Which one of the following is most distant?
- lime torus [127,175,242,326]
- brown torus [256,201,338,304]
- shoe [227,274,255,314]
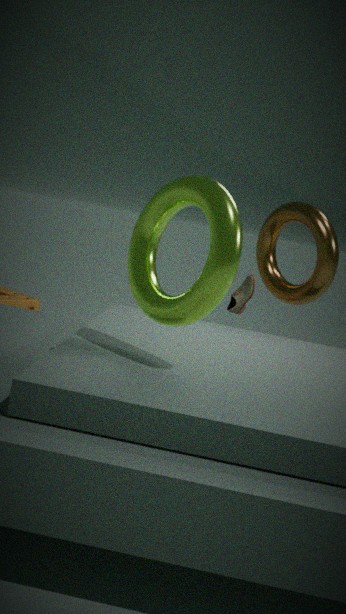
shoe [227,274,255,314]
